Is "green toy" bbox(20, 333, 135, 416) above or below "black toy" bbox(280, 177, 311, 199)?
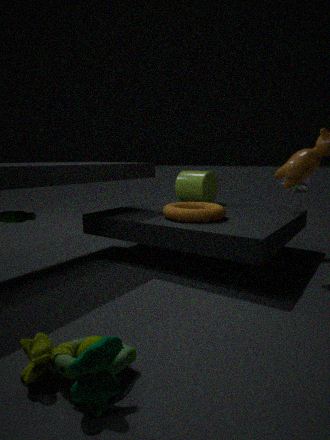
below
